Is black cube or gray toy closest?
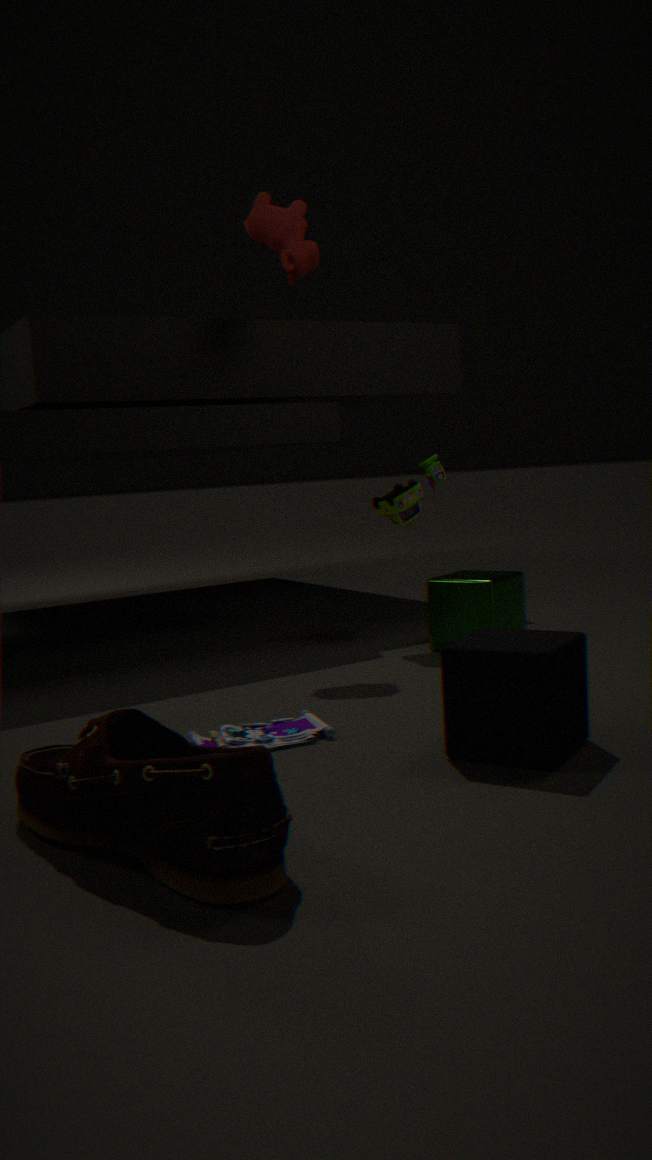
black cube
